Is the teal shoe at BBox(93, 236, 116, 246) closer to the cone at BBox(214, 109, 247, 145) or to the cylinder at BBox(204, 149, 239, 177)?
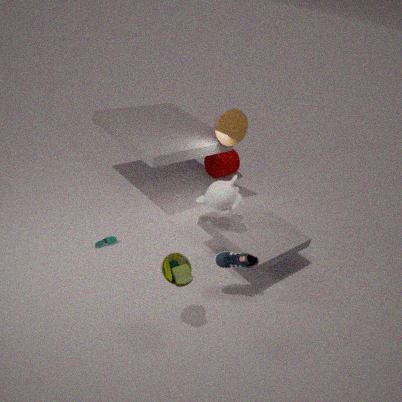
the cone at BBox(214, 109, 247, 145)
